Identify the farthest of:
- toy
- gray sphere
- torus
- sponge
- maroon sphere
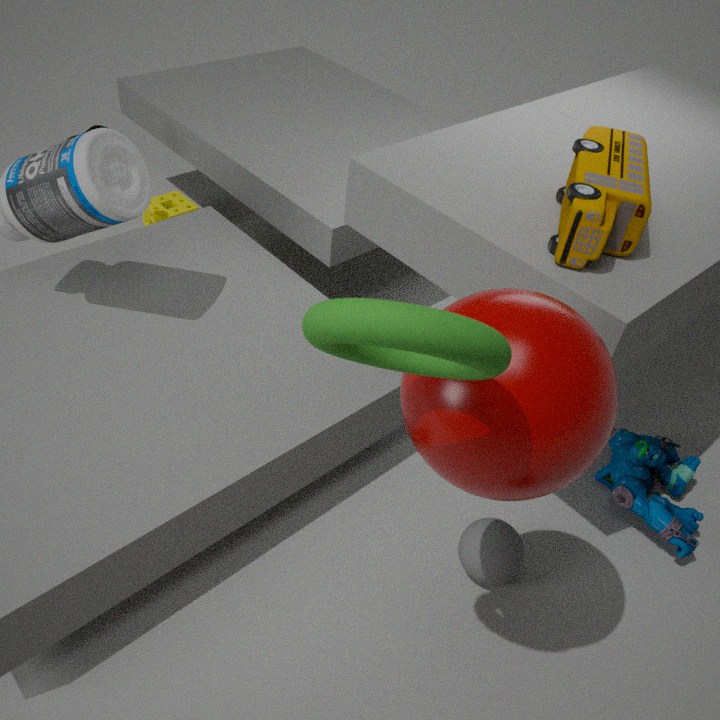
sponge
